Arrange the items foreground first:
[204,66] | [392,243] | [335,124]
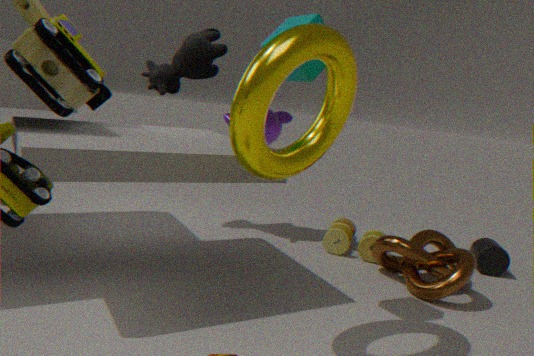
[335,124] → [392,243] → [204,66]
